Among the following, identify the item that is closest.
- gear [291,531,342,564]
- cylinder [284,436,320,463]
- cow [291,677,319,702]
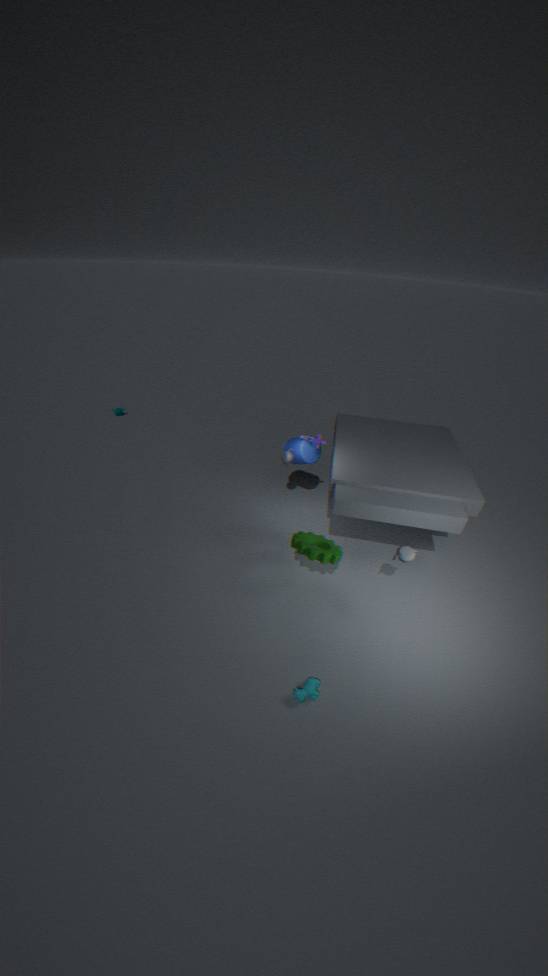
cow [291,677,319,702]
